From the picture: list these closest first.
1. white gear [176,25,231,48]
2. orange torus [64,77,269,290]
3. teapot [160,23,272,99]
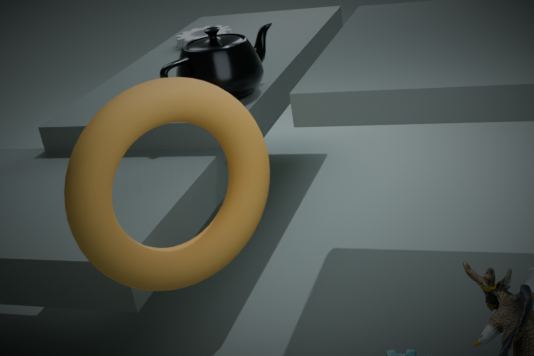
orange torus [64,77,269,290] → teapot [160,23,272,99] → white gear [176,25,231,48]
